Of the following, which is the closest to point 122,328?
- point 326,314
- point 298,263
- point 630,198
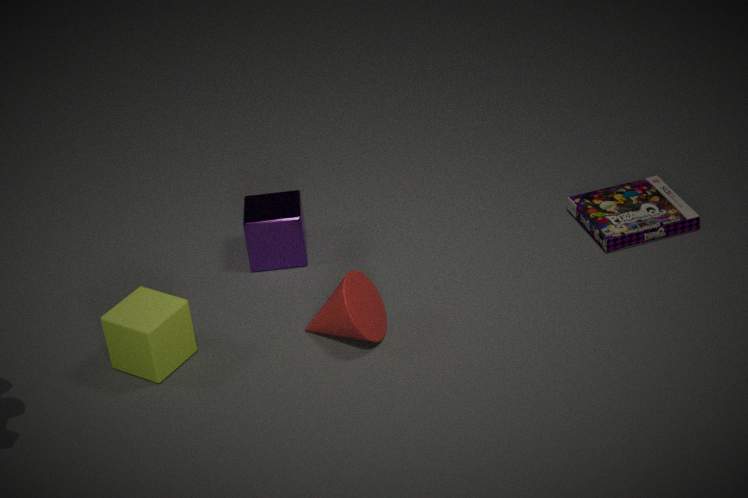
point 326,314
